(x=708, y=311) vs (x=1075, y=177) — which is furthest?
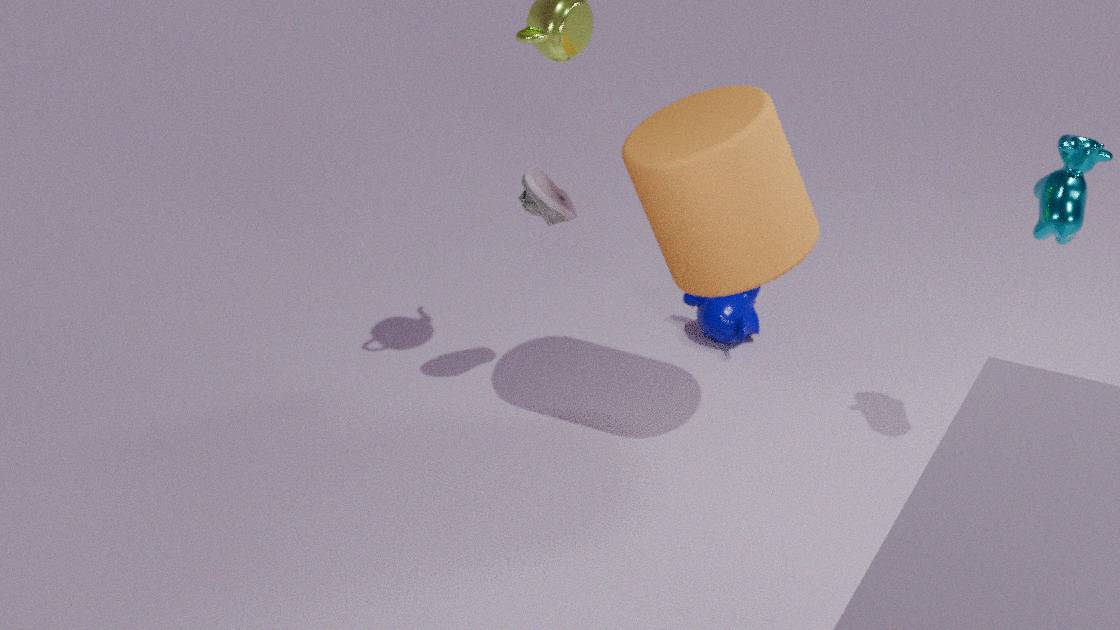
(x=708, y=311)
